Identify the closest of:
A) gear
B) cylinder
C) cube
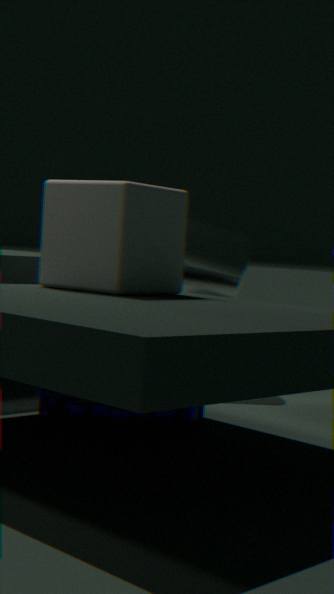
gear
